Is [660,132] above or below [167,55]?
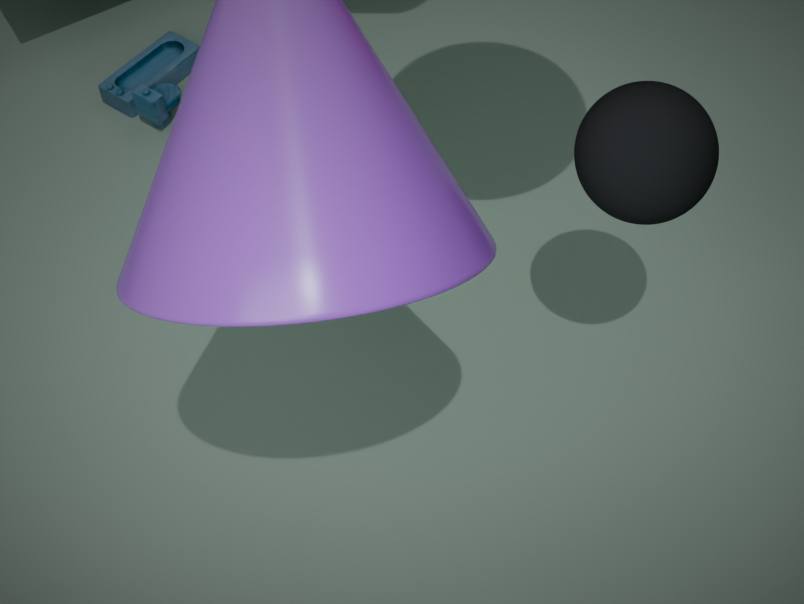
above
